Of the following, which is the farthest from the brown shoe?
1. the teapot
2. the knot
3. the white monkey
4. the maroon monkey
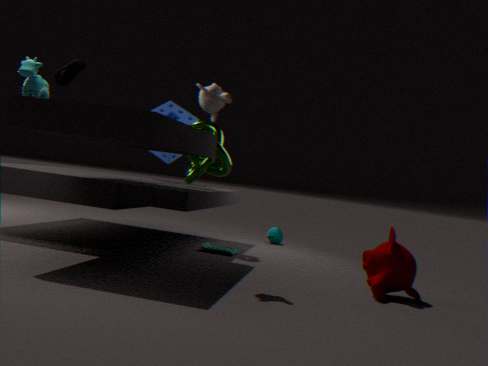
the teapot
